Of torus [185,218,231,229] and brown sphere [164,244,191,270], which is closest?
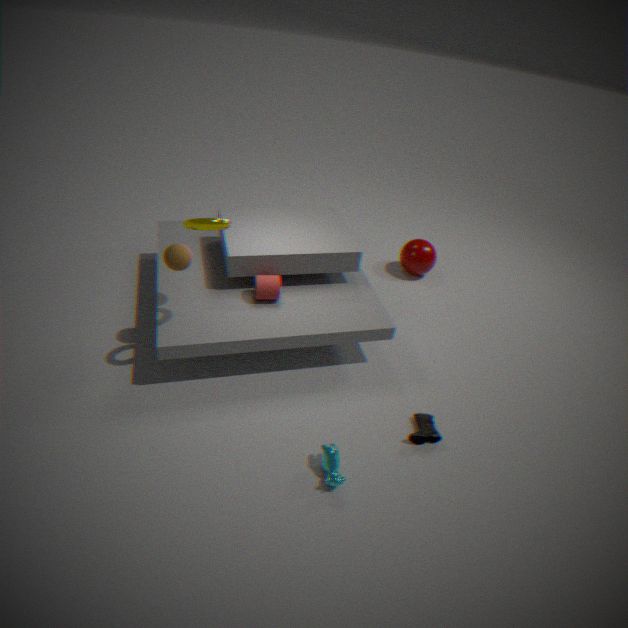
torus [185,218,231,229]
